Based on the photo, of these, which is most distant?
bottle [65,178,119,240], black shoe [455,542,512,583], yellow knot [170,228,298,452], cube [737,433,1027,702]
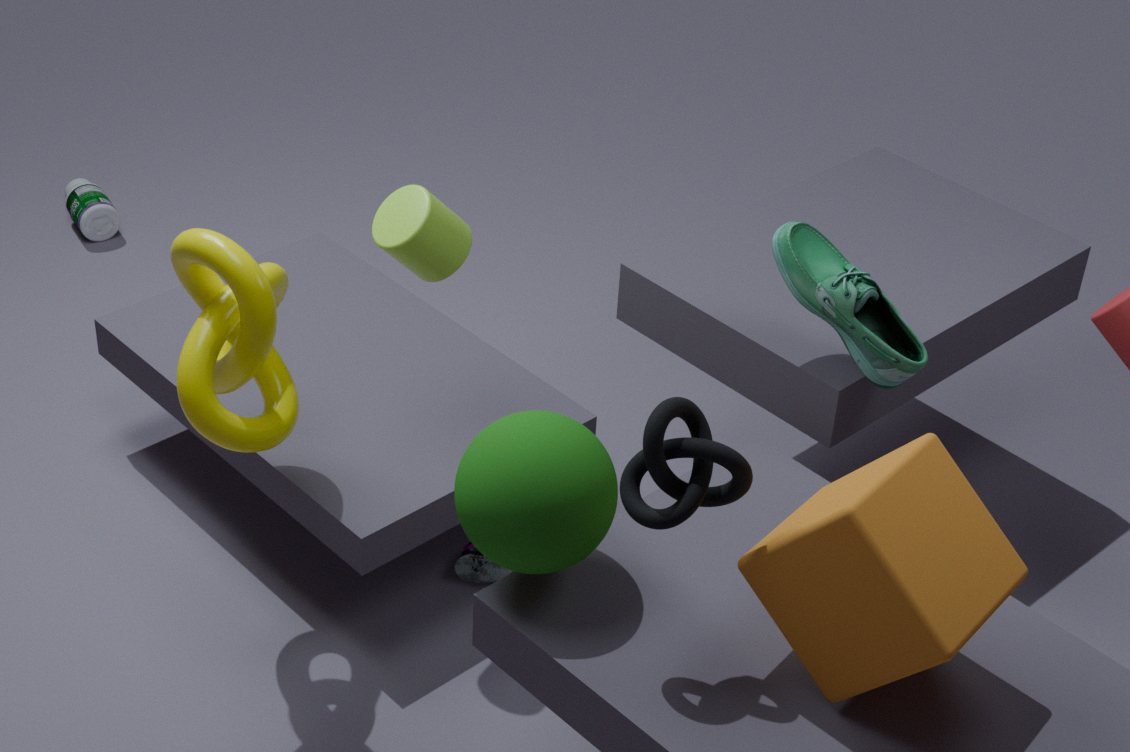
bottle [65,178,119,240]
